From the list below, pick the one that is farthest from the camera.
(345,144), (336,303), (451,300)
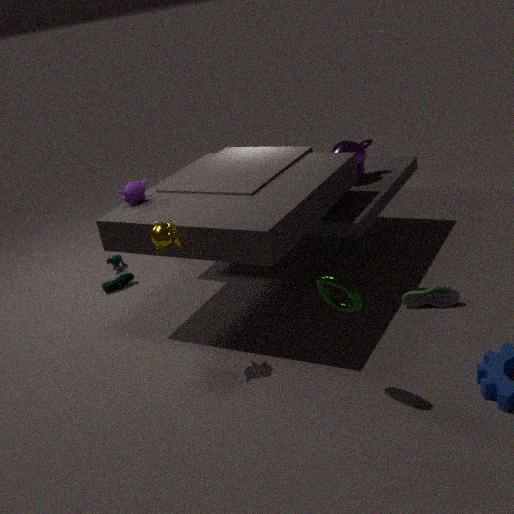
(345,144)
